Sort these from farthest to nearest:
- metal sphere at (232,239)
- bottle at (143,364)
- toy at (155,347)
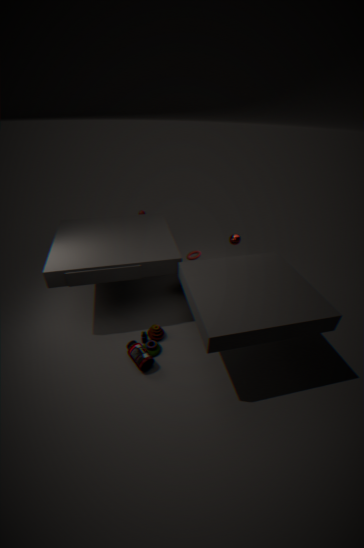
1. metal sphere at (232,239)
2. toy at (155,347)
3. bottle at (143,364)
